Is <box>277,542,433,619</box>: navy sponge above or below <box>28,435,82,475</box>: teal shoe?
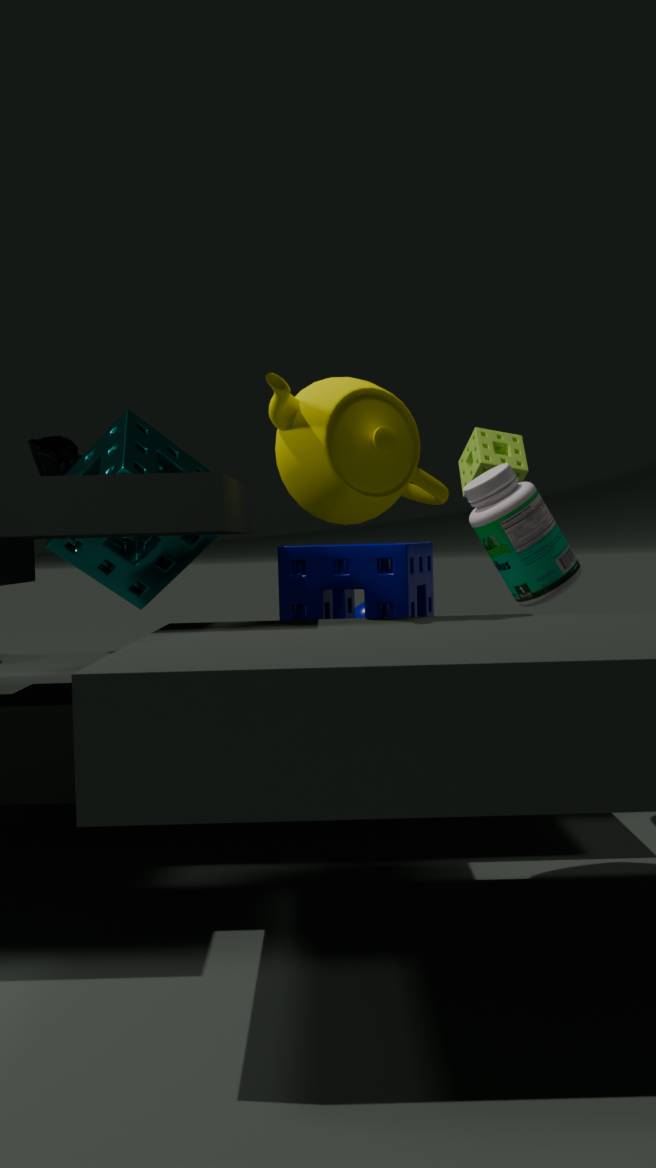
below
